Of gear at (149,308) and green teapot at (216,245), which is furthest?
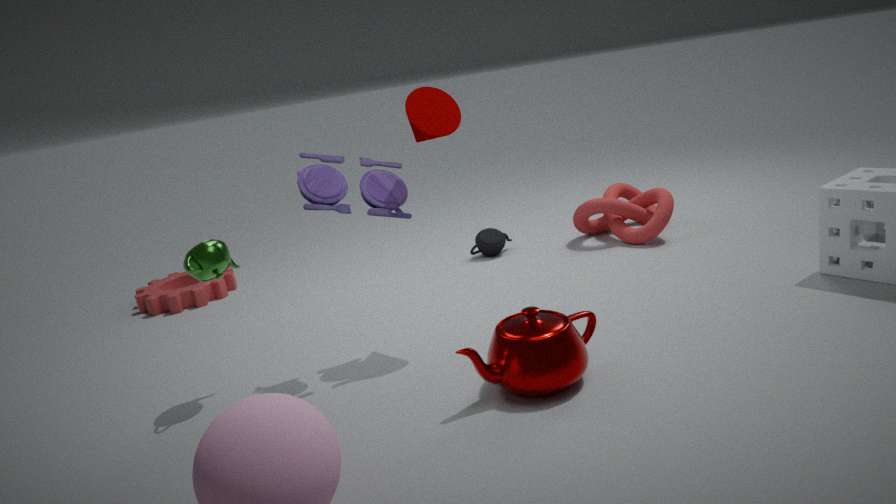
gear at (149,308)
